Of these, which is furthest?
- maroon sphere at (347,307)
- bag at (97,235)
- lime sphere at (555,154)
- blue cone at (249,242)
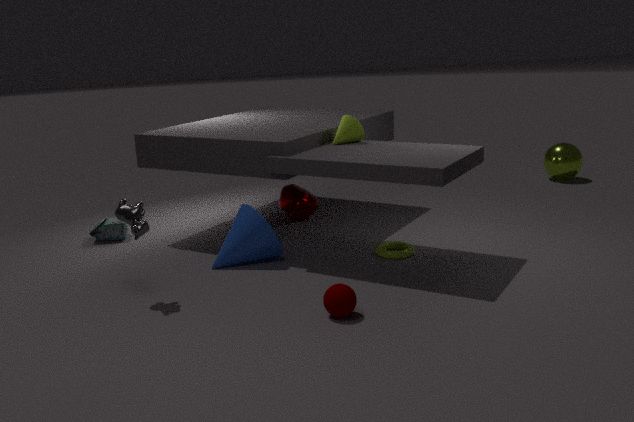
lime sphere at (555,154)
